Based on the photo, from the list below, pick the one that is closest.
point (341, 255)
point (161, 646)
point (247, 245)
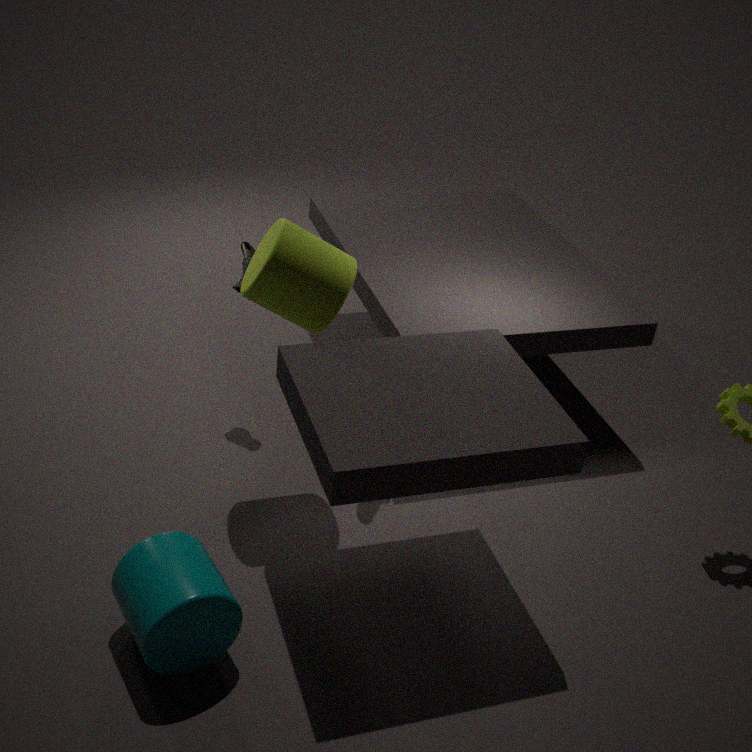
point (161, 646)
